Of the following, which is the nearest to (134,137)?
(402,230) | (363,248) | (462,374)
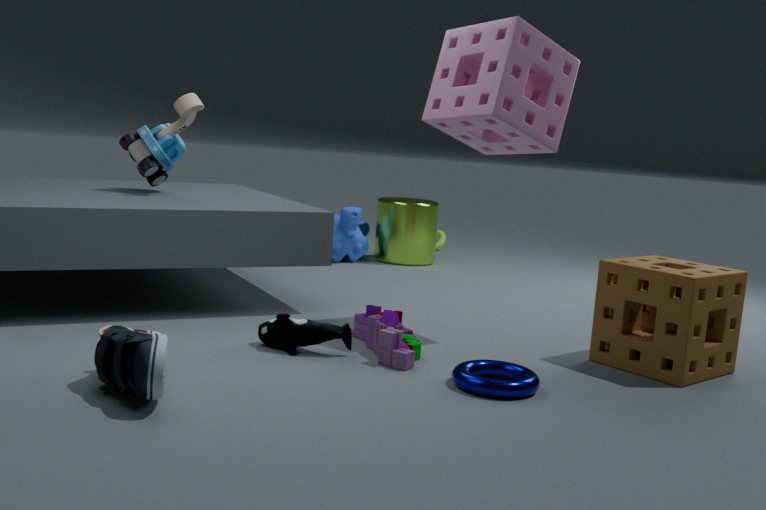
(363,248)
